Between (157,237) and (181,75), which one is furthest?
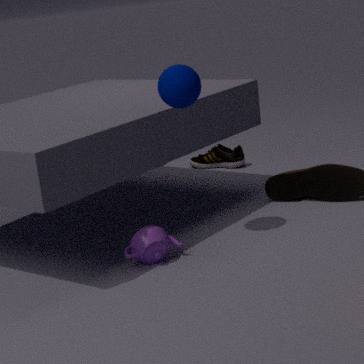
(157,237)
